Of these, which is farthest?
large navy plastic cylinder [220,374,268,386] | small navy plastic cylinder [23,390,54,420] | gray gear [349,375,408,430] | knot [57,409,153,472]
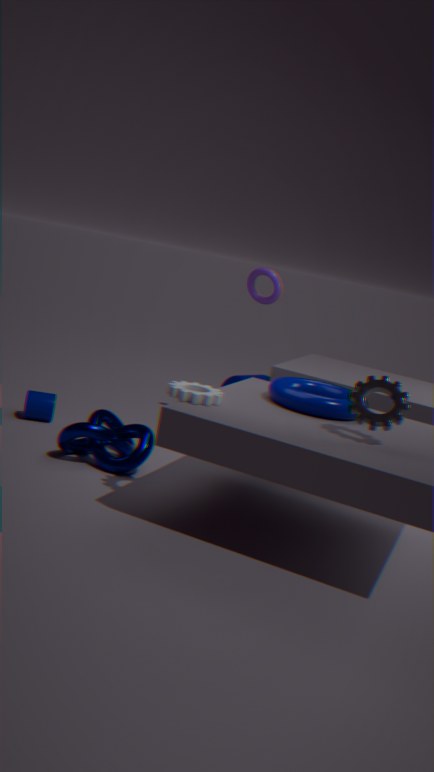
large navy plastic cylinder [220,374,268,386]
